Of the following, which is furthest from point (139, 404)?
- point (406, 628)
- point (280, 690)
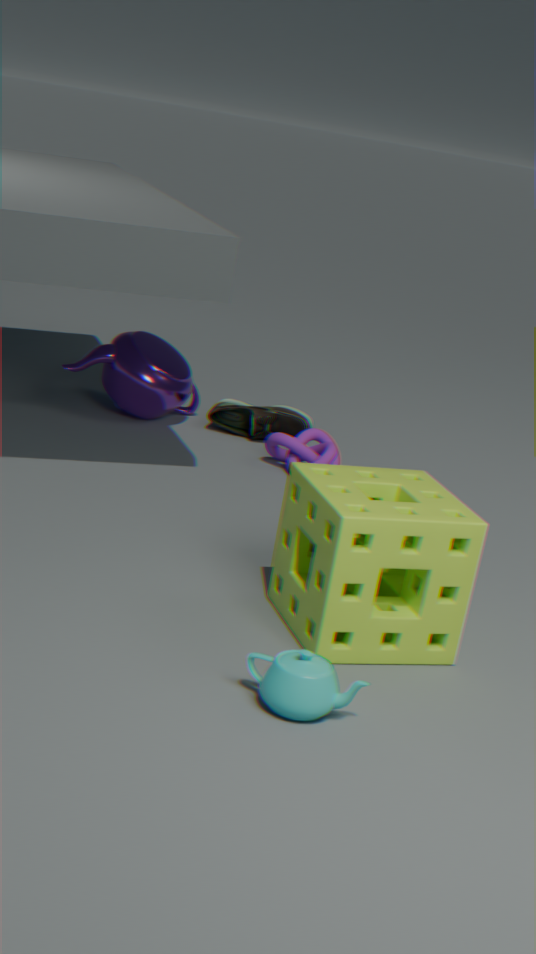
point (280, 690)
